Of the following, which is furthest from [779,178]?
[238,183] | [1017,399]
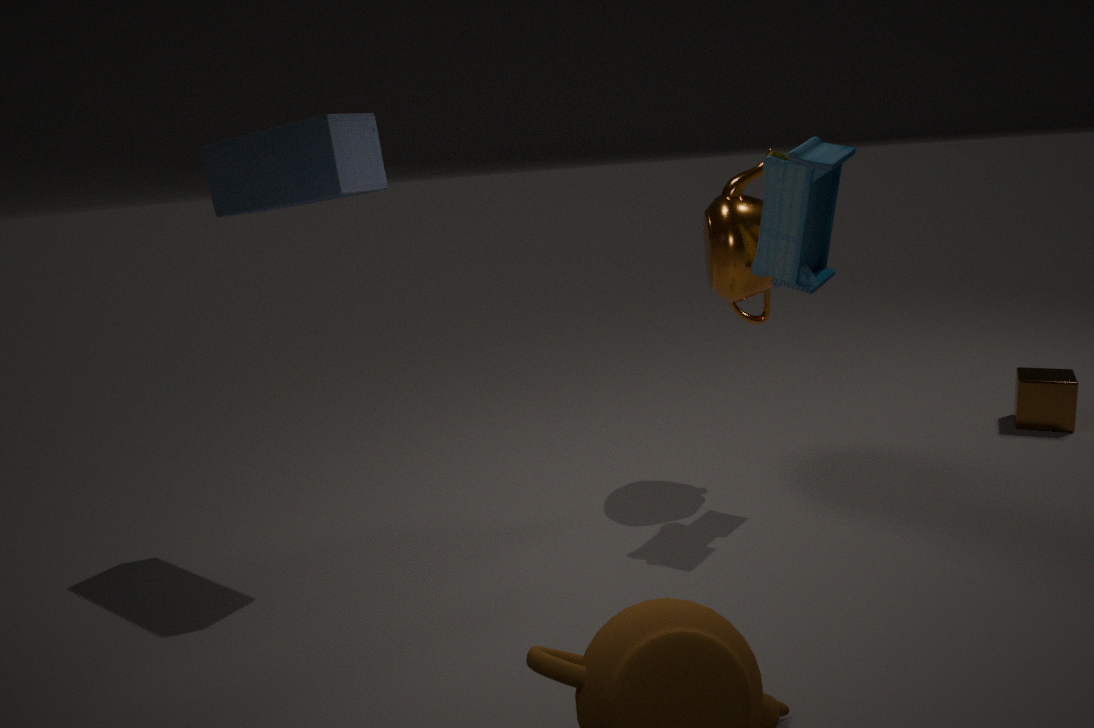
[238,183]
